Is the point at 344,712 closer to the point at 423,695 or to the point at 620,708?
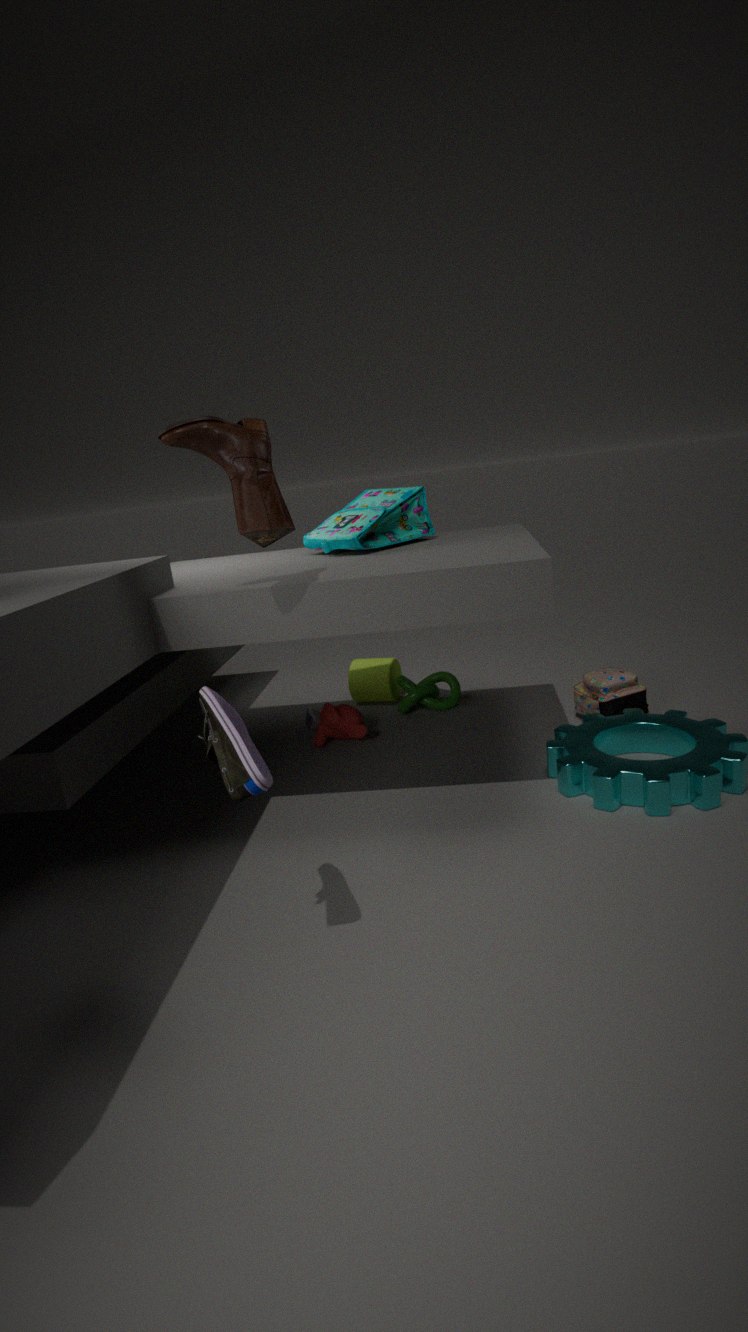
the point at 423,695
